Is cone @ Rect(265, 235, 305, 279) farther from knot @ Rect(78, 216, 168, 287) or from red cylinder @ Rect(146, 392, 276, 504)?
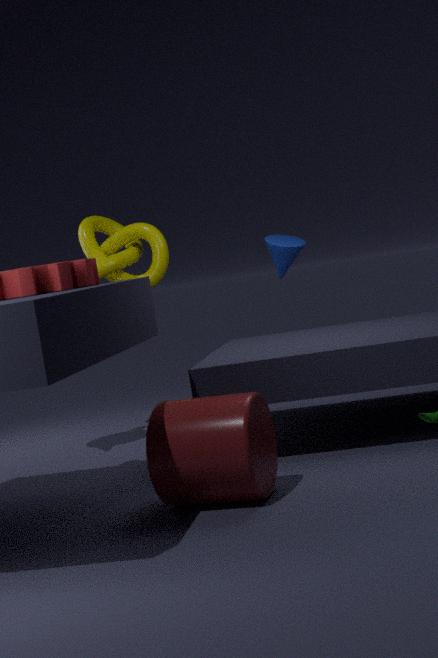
red cylinder @ Rect(146, 392, 276, 504)
